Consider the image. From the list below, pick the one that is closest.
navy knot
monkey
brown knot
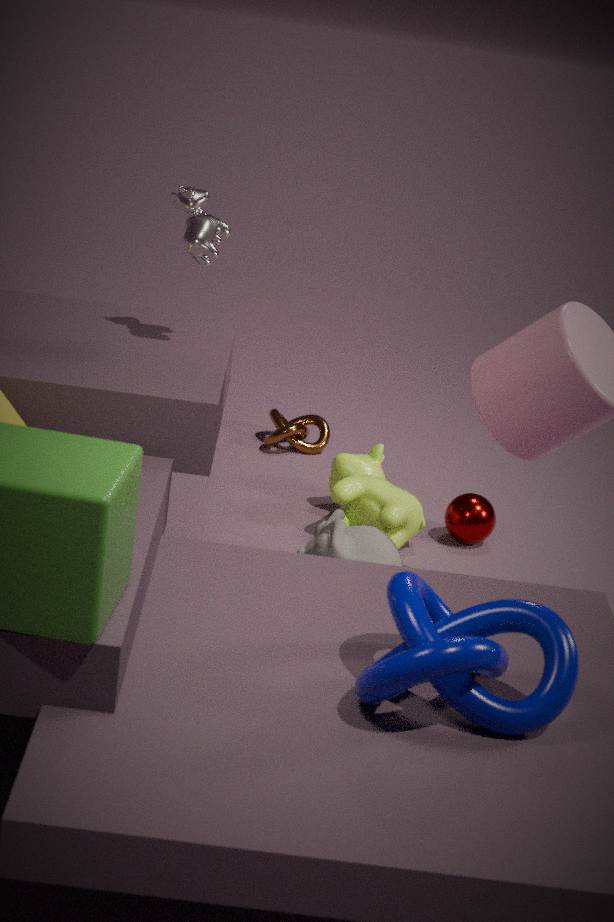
navy knot
